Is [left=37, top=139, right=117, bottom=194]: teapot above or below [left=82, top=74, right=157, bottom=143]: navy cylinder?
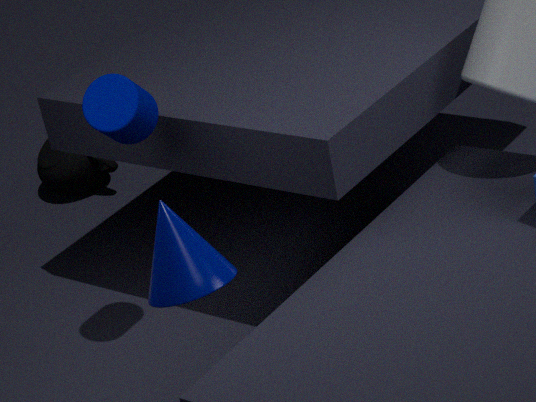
below
